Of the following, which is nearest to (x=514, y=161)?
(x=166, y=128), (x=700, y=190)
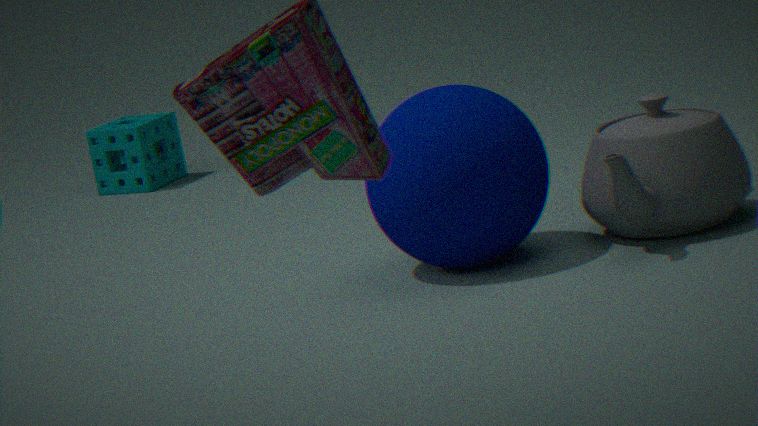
(x=700, y=190)
